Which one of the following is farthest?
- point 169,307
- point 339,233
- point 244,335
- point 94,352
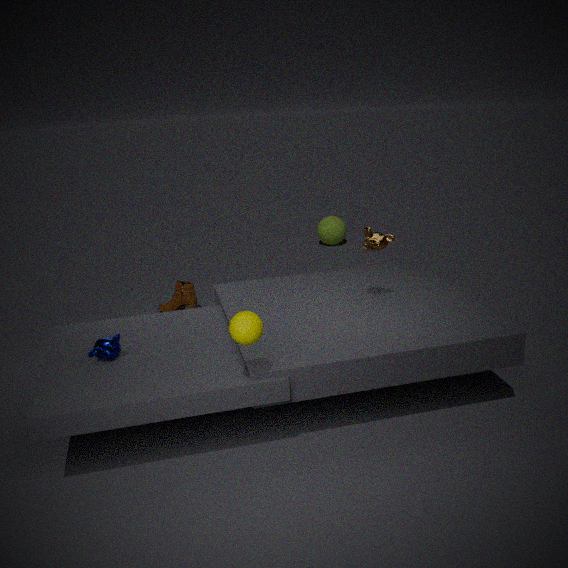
point 339,233
